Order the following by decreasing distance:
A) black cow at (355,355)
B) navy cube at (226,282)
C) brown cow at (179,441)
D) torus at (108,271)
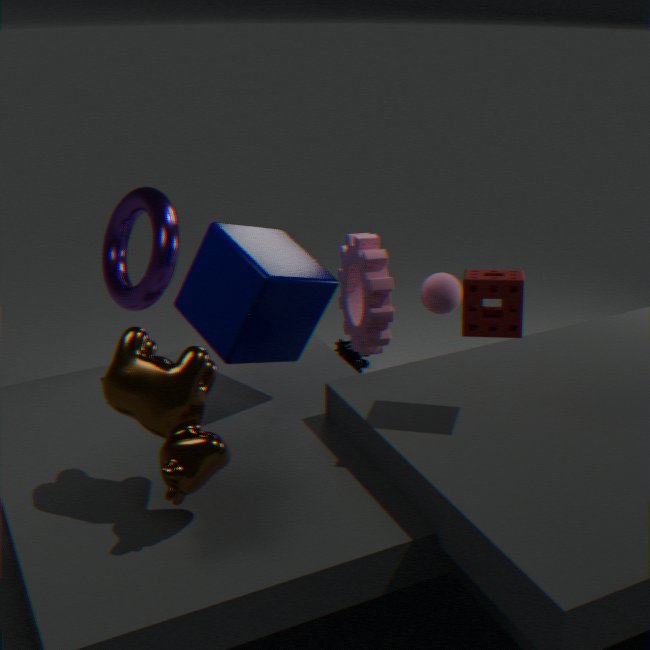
black cow at (355,355)
torus at (108,271)
navy cube at (226,282)
brown cow at (179,441)
